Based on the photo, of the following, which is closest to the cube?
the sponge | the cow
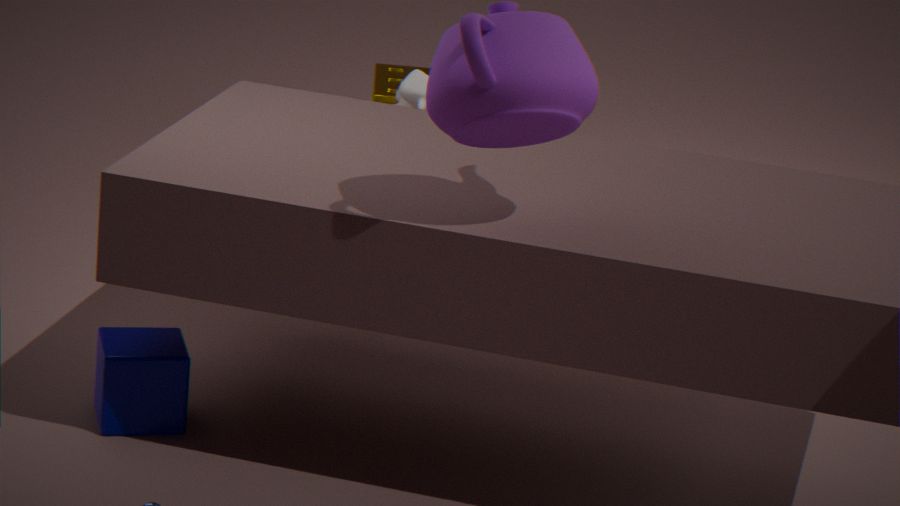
the cow
